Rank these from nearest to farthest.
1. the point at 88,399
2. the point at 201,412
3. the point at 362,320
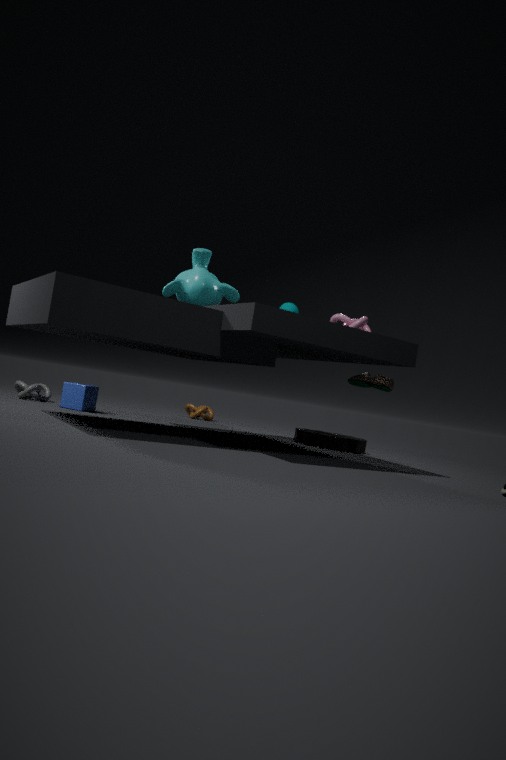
the point at 362,320 < the point at 88,399 < the point at 201,412
